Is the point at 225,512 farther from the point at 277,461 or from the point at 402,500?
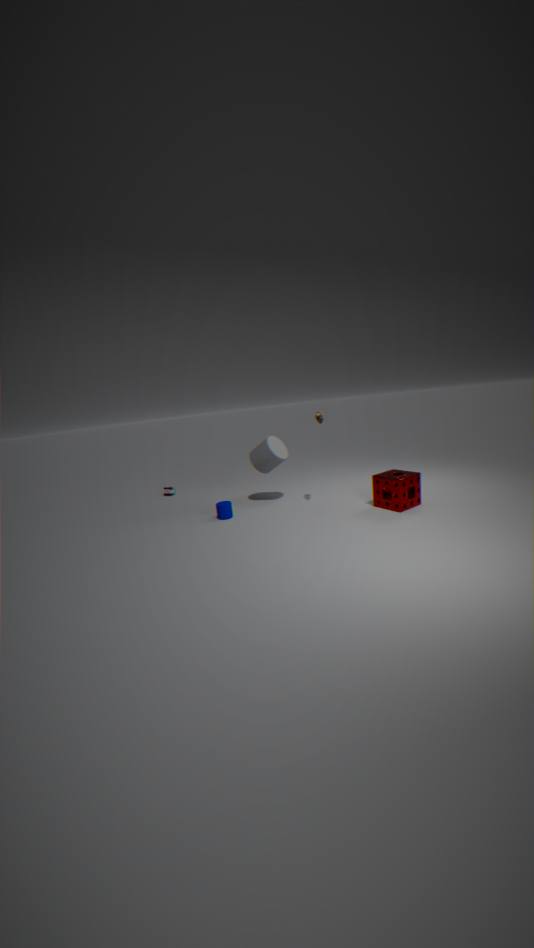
the point at 402,500
